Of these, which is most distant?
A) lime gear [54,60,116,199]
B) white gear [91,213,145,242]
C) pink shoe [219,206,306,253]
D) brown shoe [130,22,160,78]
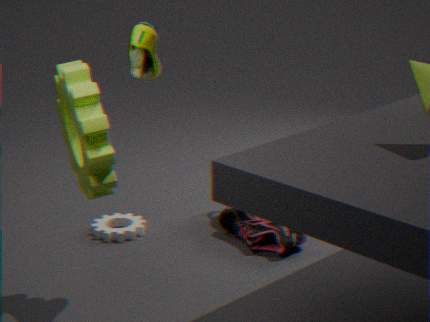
white gear [91,213,145,242]
